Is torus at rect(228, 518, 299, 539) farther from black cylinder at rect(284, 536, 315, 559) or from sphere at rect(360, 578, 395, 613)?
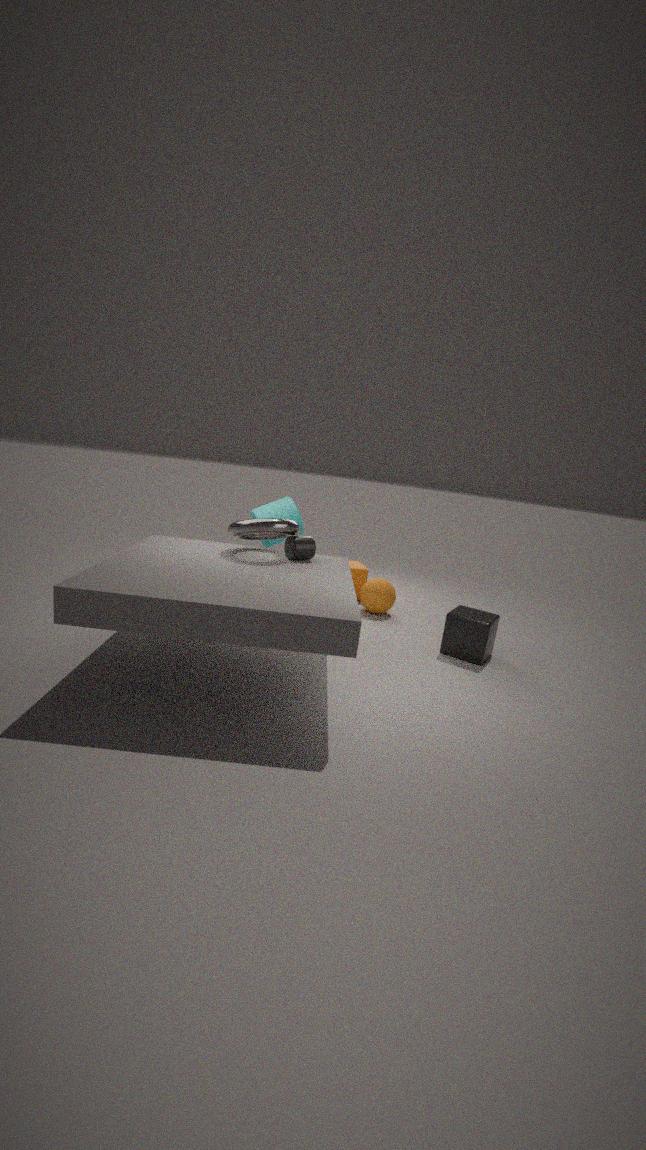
sphere at rect(360, 578, 395, 613)
